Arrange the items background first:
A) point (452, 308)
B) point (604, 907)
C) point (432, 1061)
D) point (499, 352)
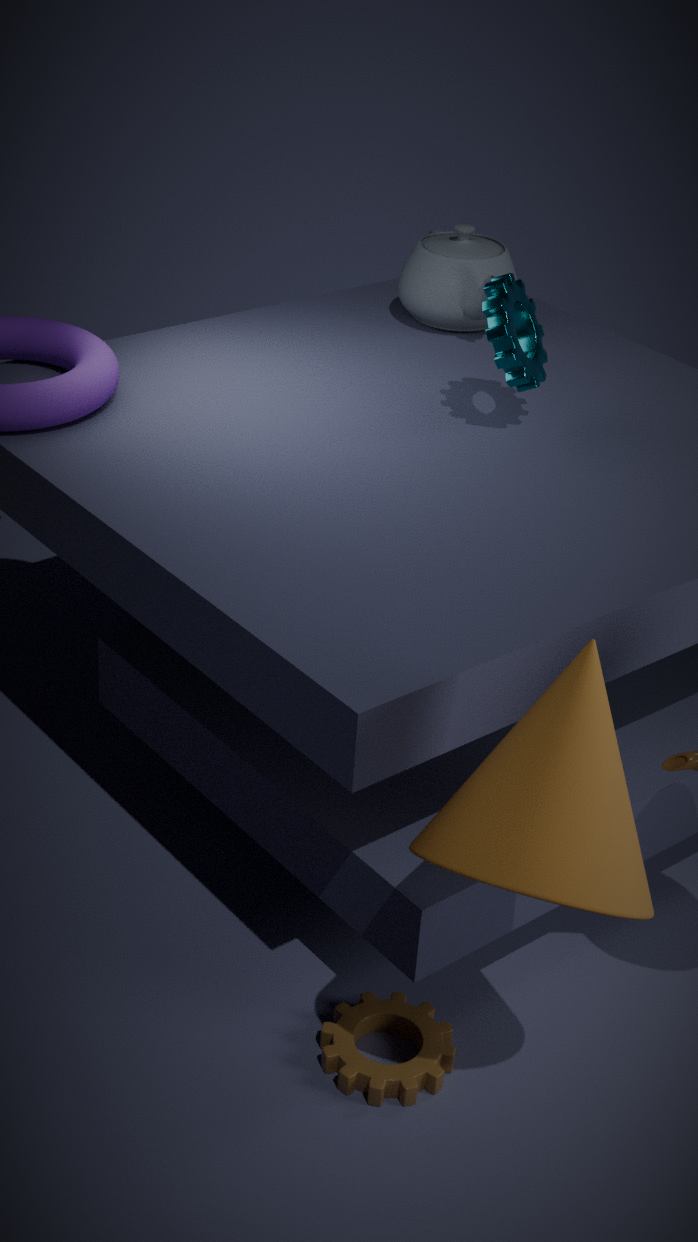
point (452, 308) < point (499, 352) < point (432, 1061) < point (604, 907)
